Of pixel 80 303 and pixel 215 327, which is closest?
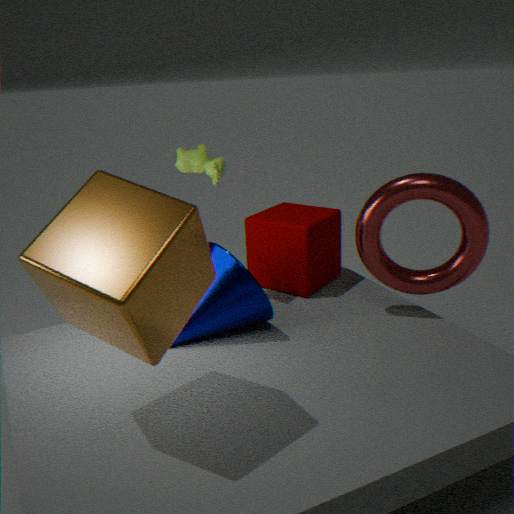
pixel 80 303
